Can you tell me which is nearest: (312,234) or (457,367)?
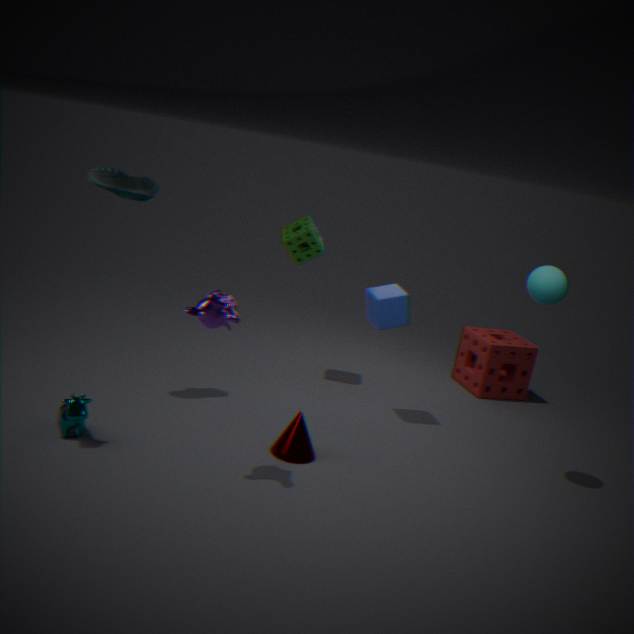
(312,234)
